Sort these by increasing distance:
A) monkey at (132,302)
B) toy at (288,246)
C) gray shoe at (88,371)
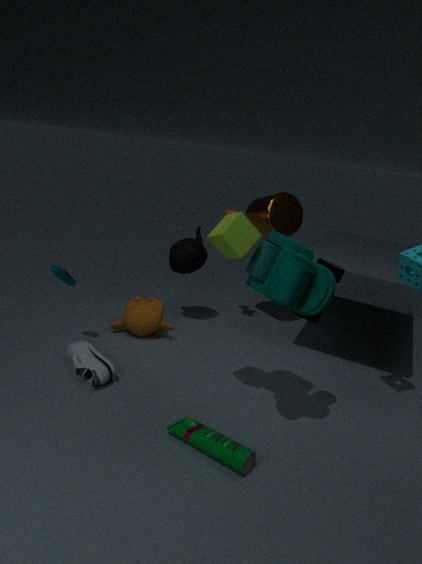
toy at (288,246) → gray shoe at (88,371) → monkey at (132,302)
